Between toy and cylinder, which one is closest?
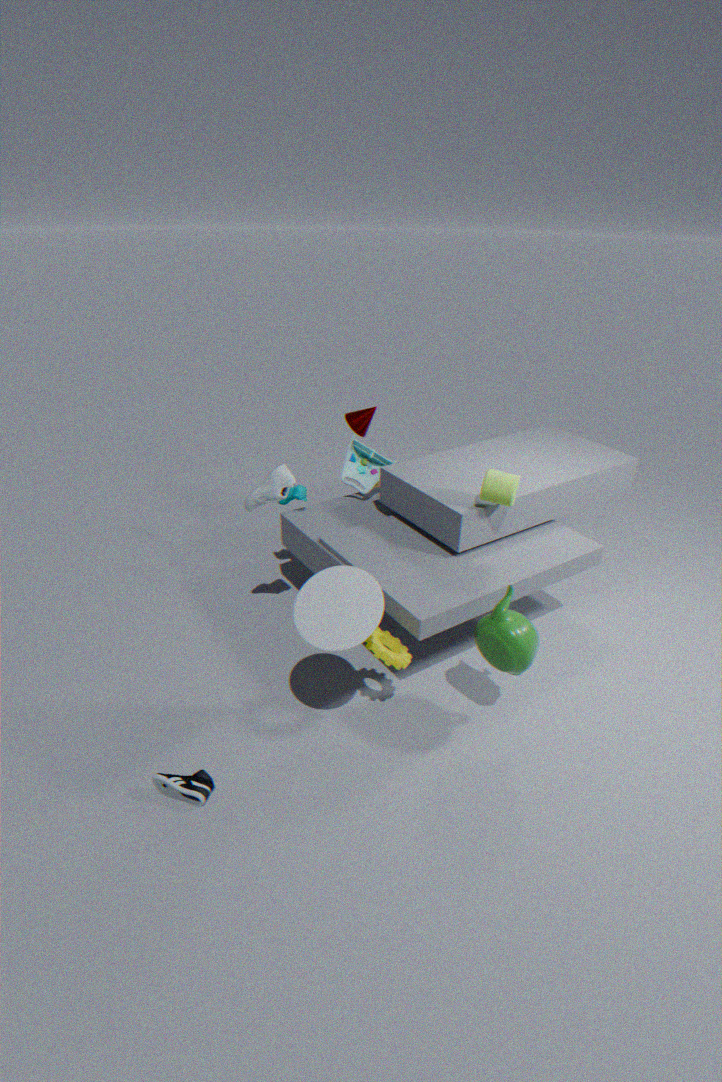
cylinder
